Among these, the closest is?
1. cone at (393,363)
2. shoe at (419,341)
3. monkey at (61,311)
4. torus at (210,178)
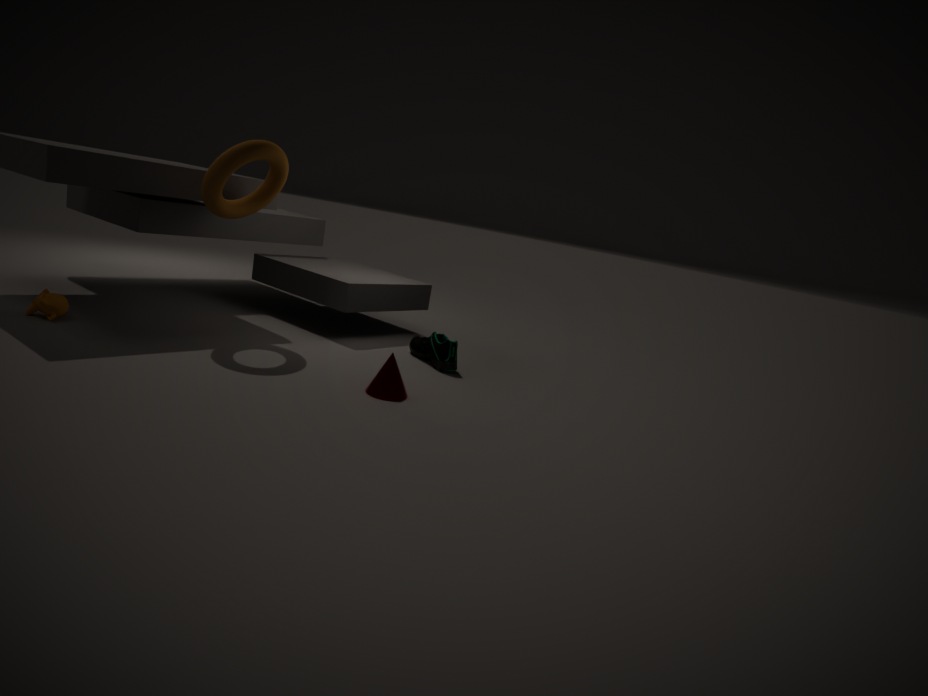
cone at (393,363)
